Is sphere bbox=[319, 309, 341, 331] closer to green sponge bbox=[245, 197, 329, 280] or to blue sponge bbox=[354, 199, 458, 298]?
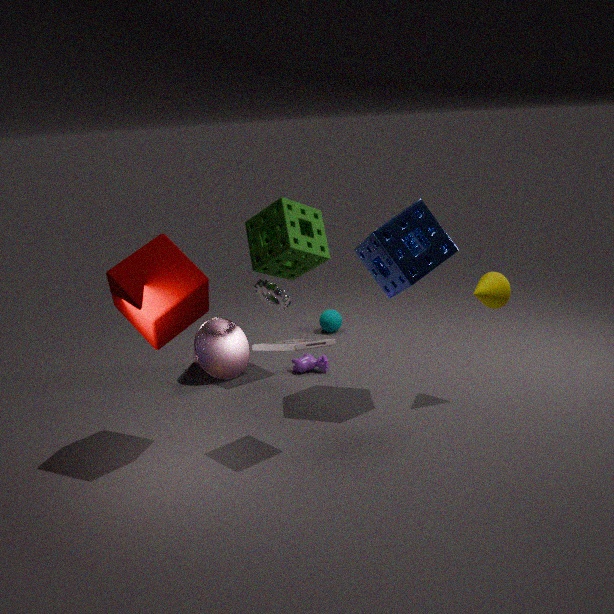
green sponge bbox=[245, 197, 329, 280]
